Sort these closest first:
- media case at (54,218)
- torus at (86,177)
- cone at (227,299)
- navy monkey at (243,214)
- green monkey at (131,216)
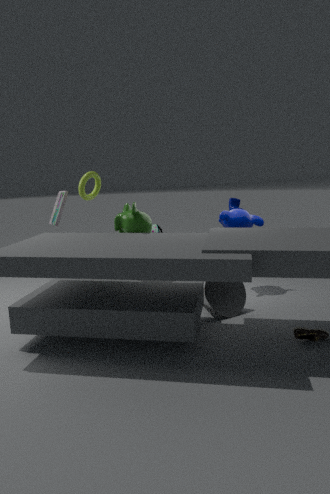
green monkey at (131,216)
cone at (227,299)
torus at (86,177)
media case at (54,218)
navy monkey at (243,214)
